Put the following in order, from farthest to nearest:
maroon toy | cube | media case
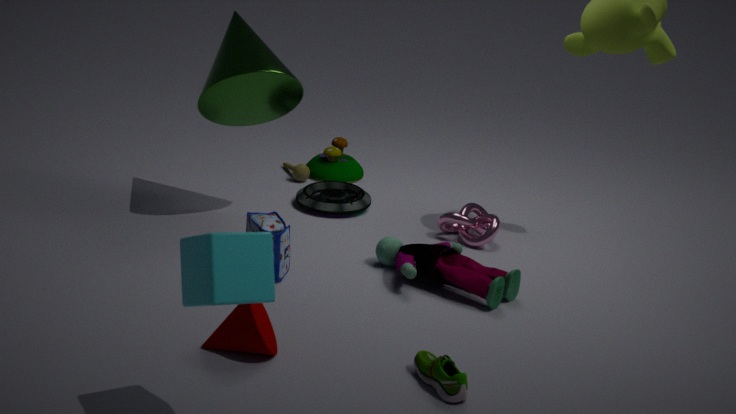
media case < maroon toy < cube
